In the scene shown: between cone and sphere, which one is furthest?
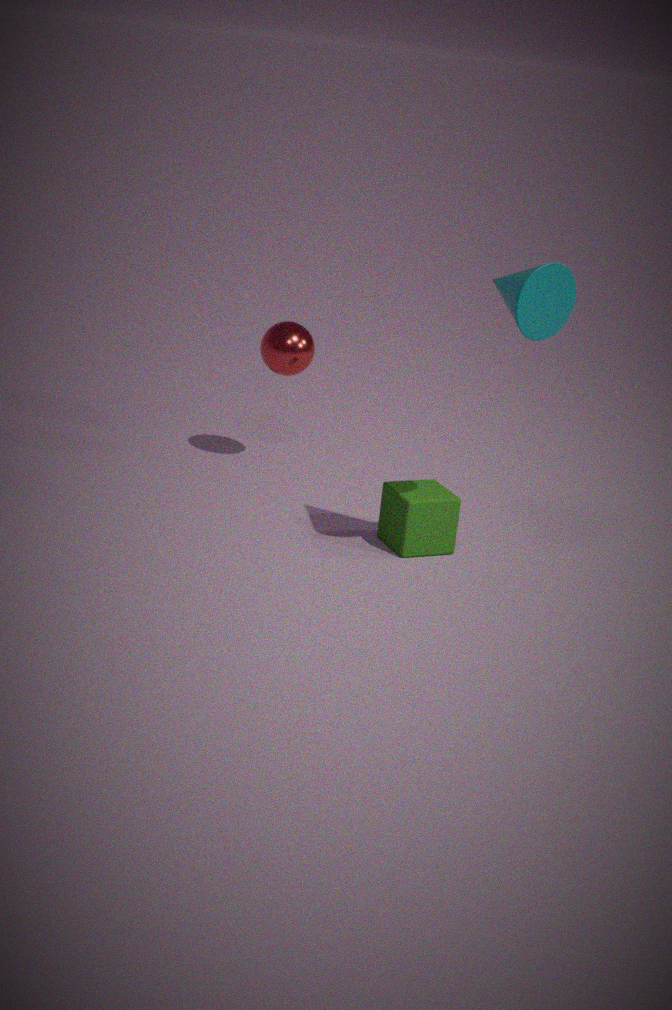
sphere
